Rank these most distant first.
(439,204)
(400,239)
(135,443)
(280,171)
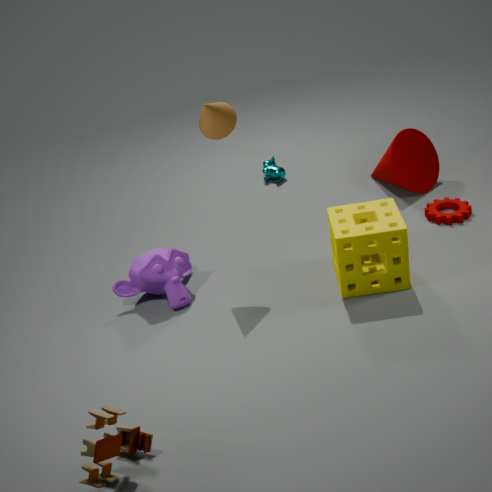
1. (280,171)
2. (439,204)
3. (400,239)
4. (135,443)
